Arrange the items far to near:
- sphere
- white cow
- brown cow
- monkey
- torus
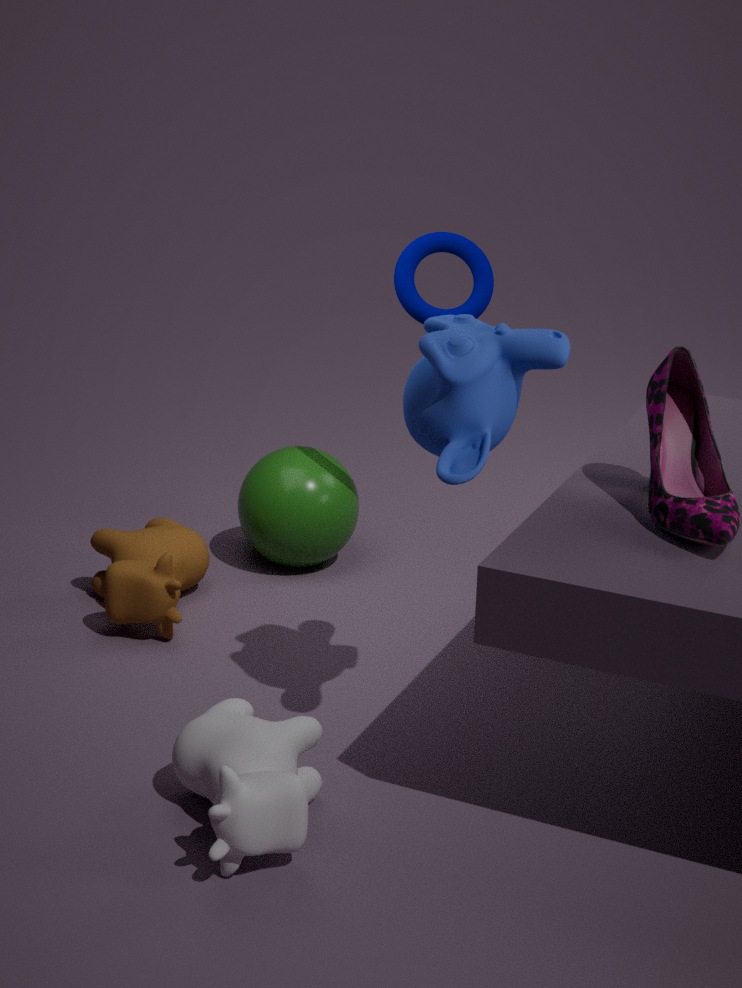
sphere < torus < brown cow < monkey < white cow
